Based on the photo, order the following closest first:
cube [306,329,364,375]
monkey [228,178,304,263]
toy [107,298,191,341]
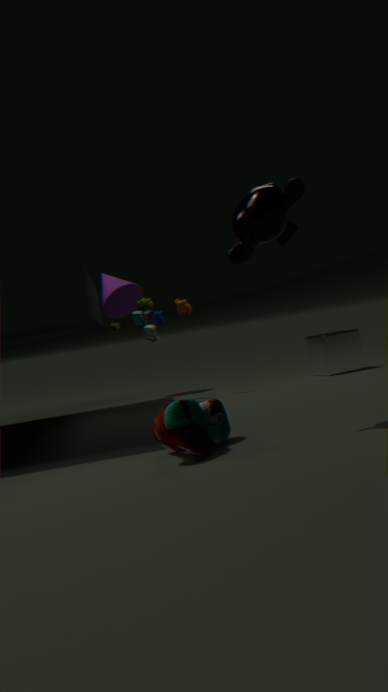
monkey [228,178,304,263], toy [107,298,191,341], cube [306,329,364,375]
